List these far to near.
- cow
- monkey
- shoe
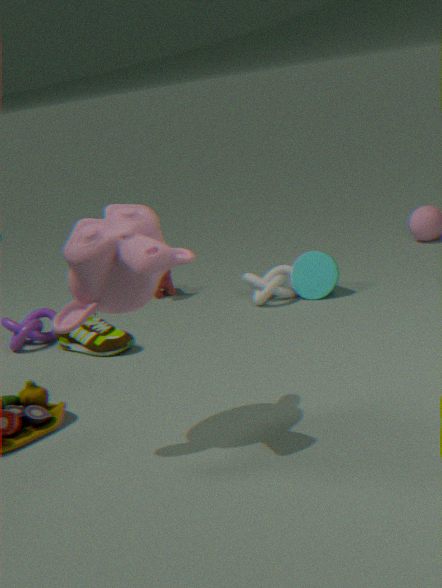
cow, shoe, monkey
